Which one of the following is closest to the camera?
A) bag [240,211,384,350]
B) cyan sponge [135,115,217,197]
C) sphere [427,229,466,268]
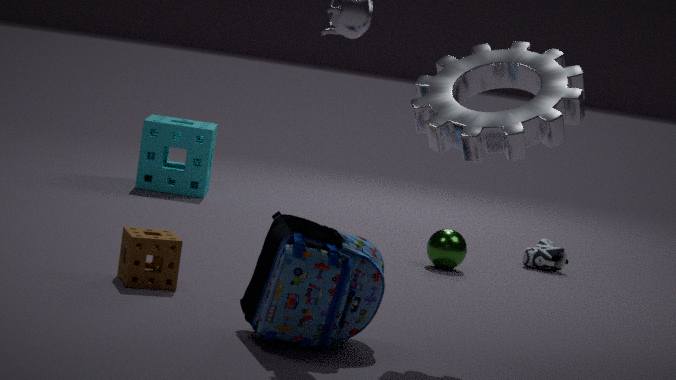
bag [240,211,384,350]
